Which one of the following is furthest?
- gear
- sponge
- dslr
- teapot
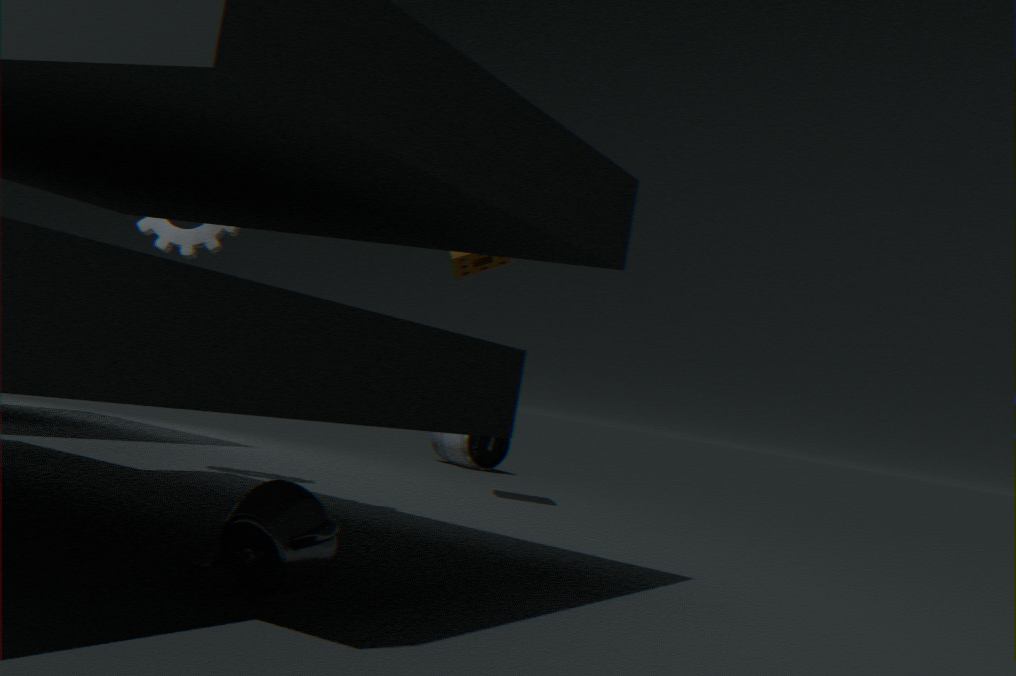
dslr
